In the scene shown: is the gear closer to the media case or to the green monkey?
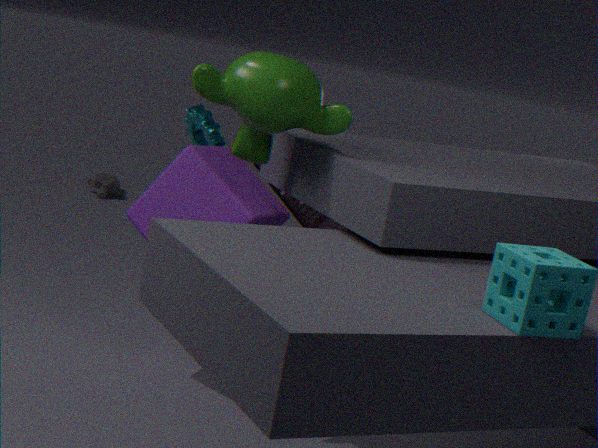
the media case
